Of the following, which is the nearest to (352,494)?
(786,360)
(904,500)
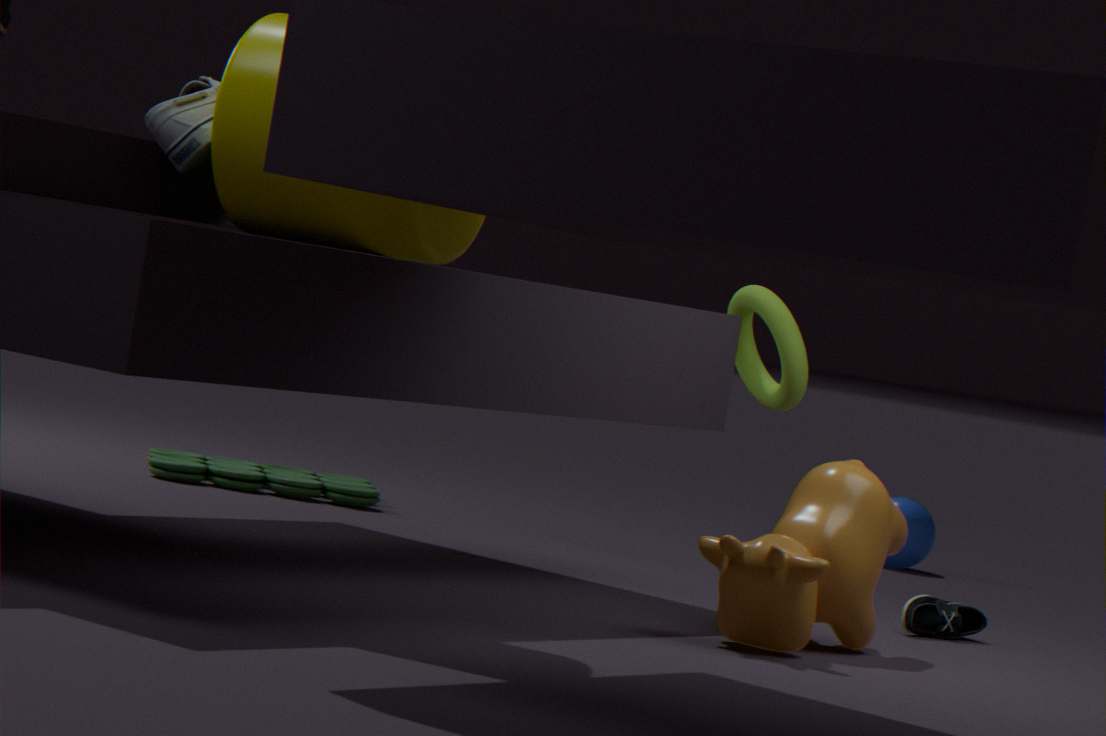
(786,360)
